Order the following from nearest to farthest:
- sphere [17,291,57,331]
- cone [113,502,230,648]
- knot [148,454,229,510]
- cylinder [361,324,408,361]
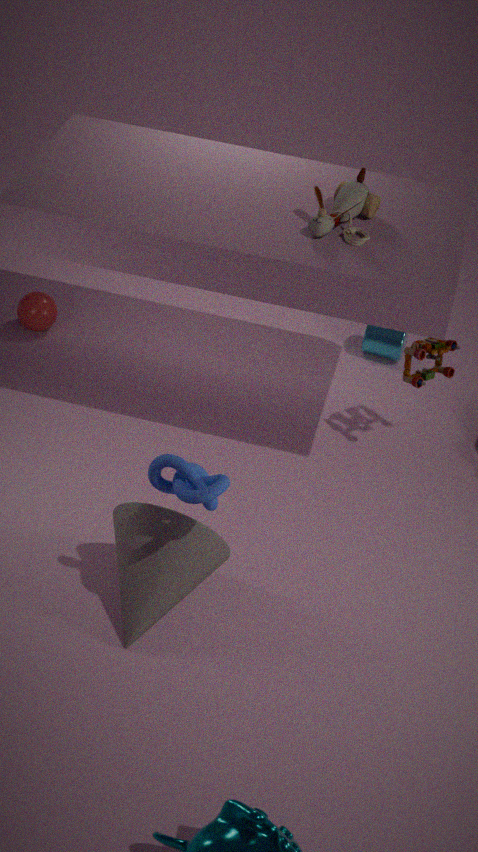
knot [148,454,229,510]
cone [113,502,230,648]
sphere [17,291,57,331]
cylinder [361,324,408,361]
